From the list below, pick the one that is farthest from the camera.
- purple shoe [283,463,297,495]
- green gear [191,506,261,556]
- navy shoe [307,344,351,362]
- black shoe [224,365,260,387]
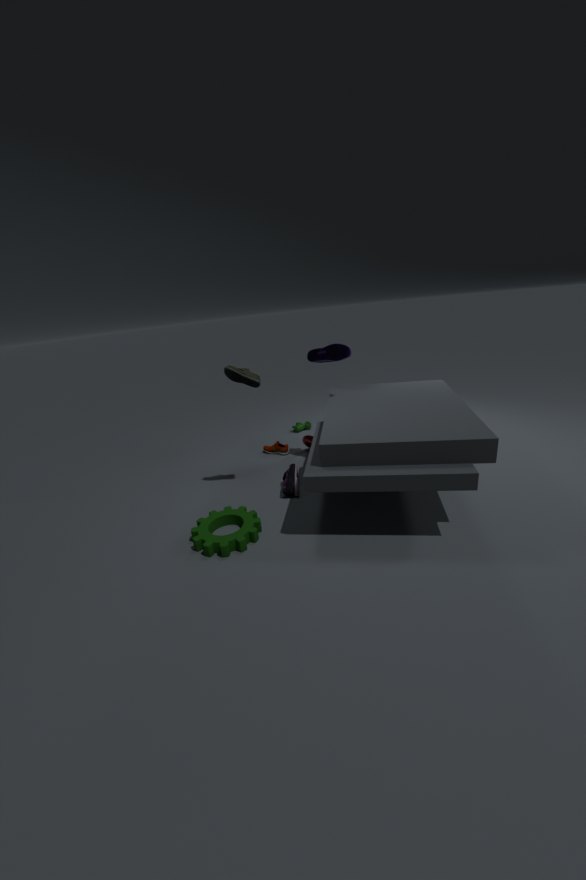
navy shoe [307,344,351,362]
